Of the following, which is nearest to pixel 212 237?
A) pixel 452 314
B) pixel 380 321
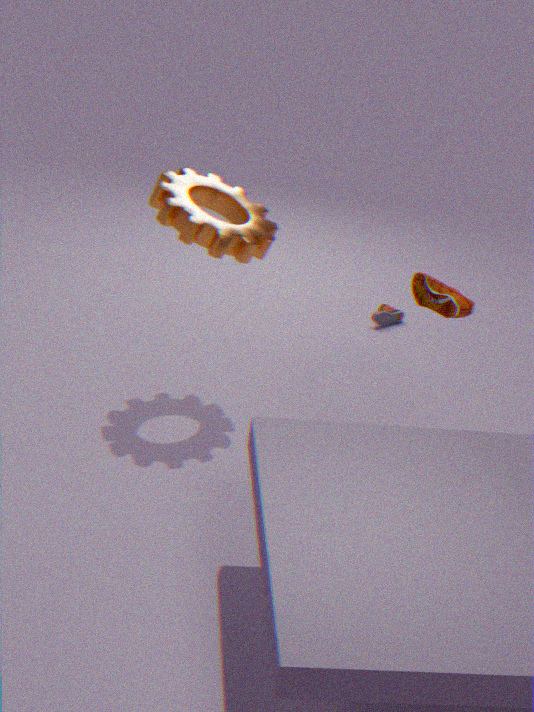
pixel 452 314
